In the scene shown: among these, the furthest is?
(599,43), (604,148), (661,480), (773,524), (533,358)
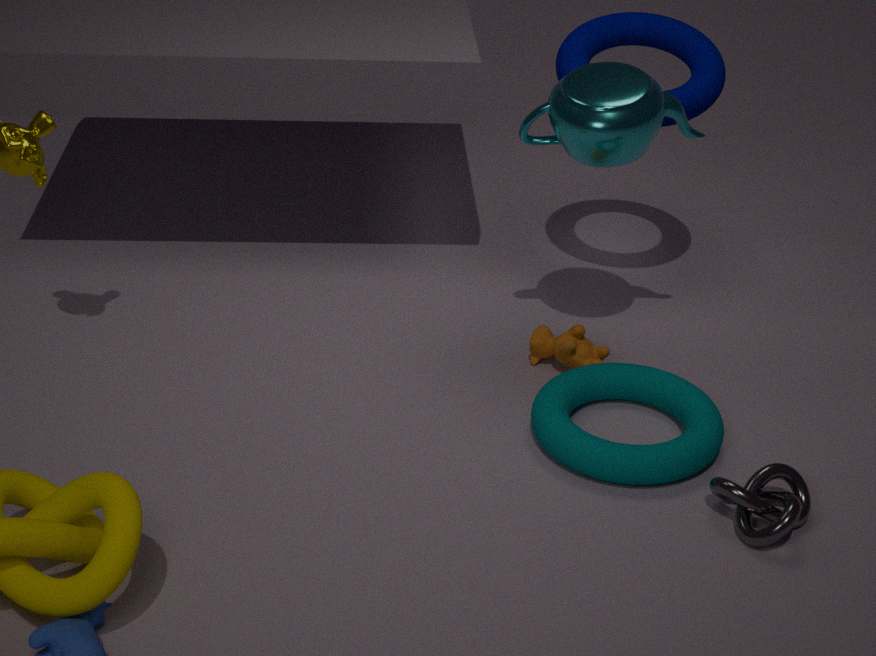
(599,43)
